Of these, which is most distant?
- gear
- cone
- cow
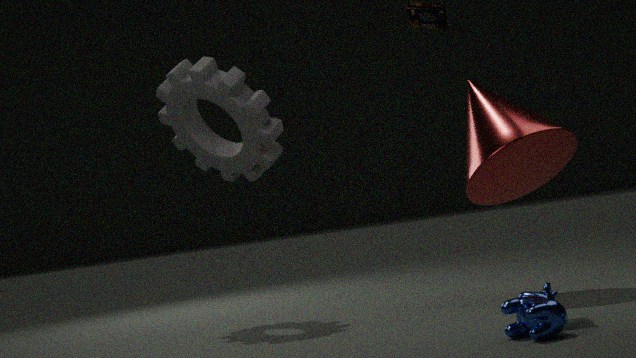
gear
